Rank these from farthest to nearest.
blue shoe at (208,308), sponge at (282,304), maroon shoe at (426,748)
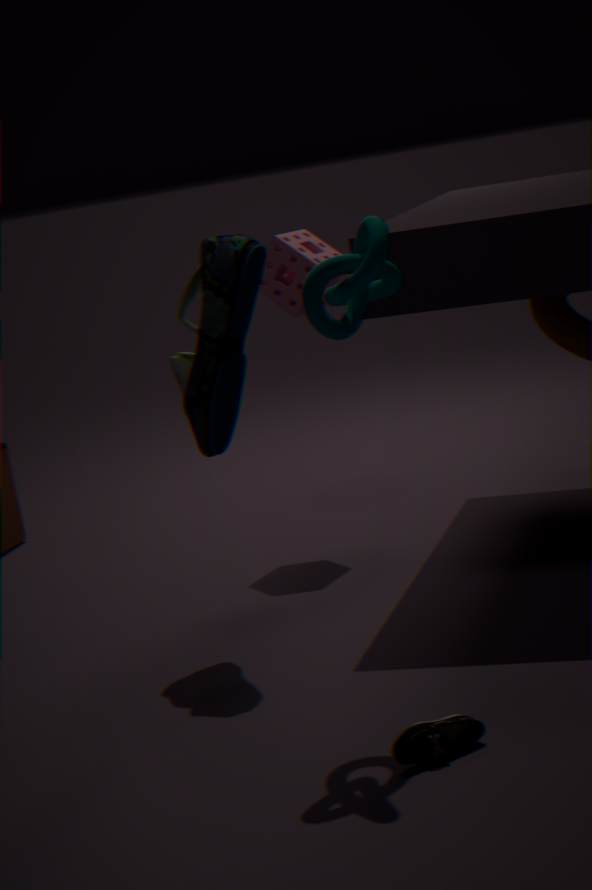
sponge at (282,304)
blue shoe at (208,308)
maroon shoe at (426,748)
